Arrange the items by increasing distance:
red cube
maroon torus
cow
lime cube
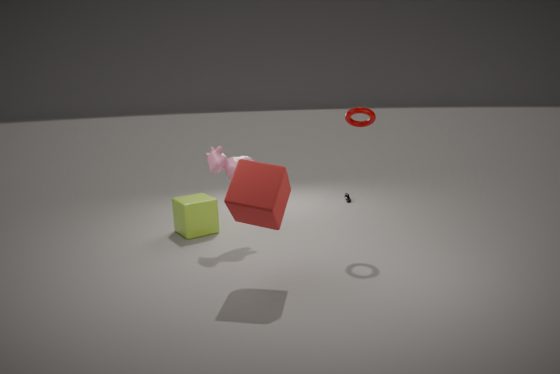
red cube → maroon torus → cow → lime cube
